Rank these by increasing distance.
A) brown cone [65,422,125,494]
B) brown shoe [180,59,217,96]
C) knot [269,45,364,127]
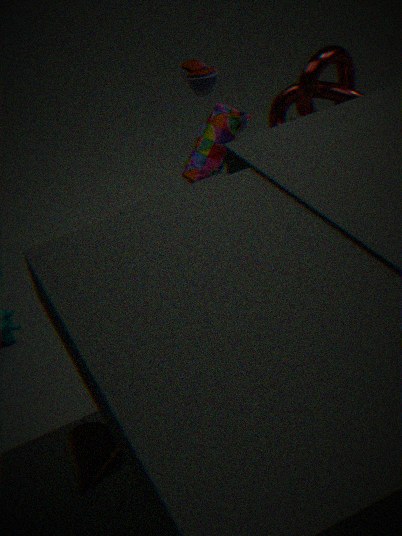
brown cone [65,422,125,494], brown shoe [180,59,217,96], knot [269,45,364,127]
